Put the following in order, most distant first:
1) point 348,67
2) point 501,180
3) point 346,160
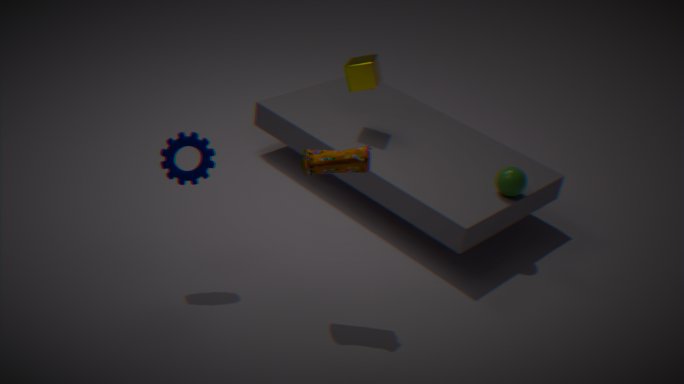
1. 1. point 348,67
2. 2. point 501,180
3. 3. point 346,160
